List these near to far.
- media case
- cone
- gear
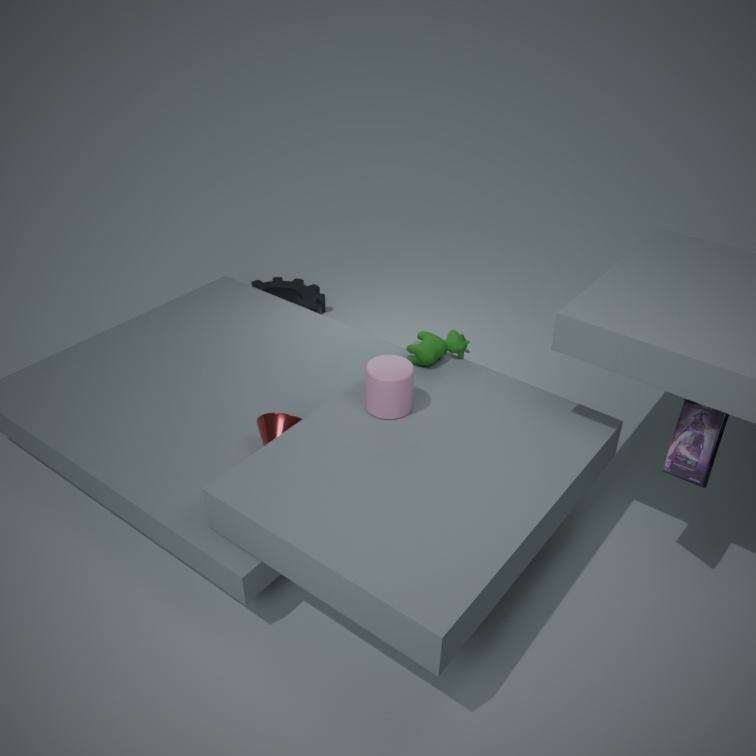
media case → cone → gear
